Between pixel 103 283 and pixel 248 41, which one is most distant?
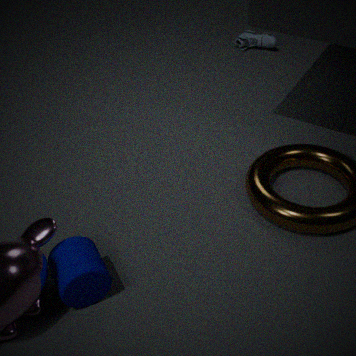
pixel 248 41
